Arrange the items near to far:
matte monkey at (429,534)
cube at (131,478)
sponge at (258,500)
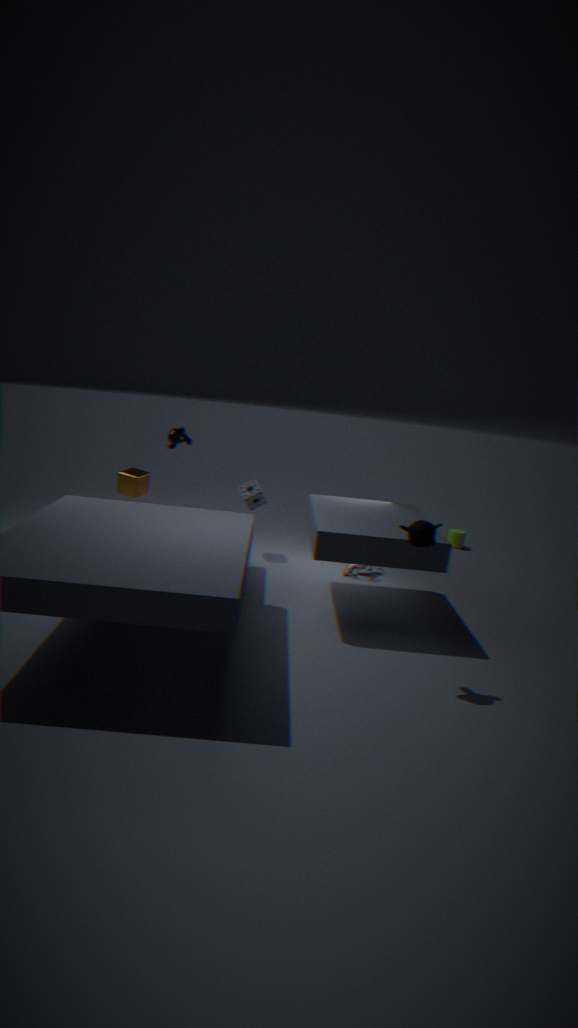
matte monkey at (429,534), cube at (131,478), sponge at (258,500)
